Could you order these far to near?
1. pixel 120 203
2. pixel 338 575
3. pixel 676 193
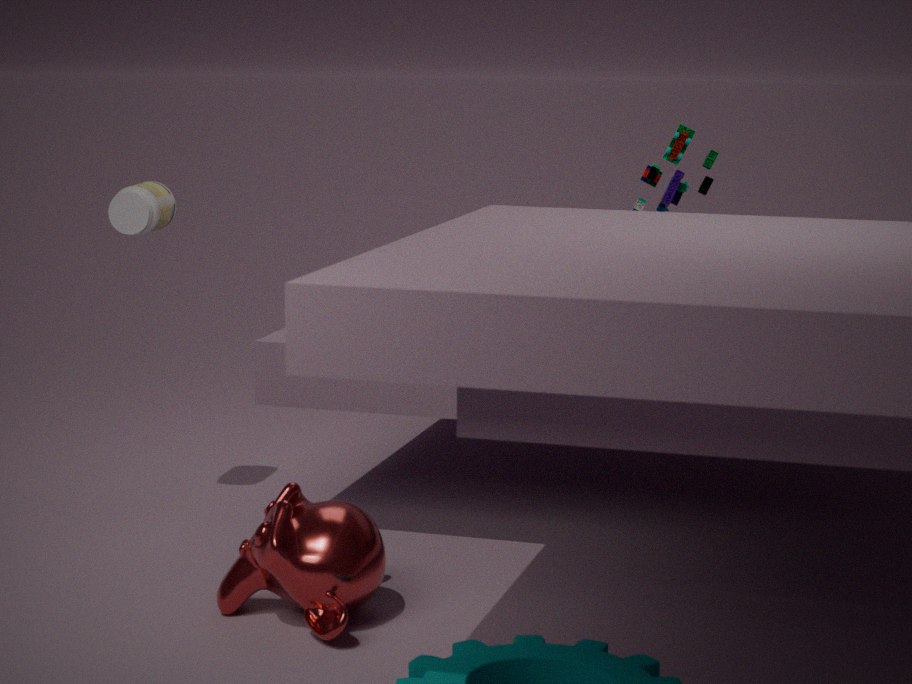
pixel 676 193 → pixel 120 203 → pixel 338 575
